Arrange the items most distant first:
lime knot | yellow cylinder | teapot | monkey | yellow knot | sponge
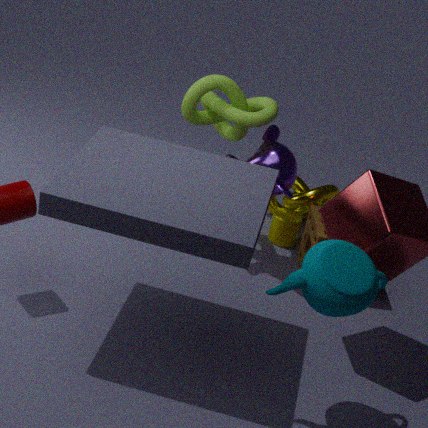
1. yellow cylinder
2. yellow knot
3. lime knot
4. sponge
5. monkey
6. teapot
